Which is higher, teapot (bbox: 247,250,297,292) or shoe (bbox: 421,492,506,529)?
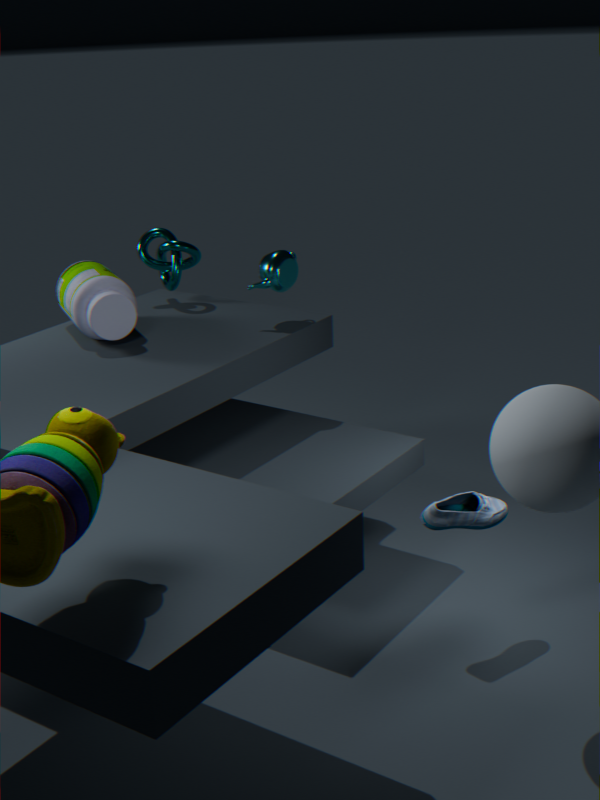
teapot (bbox: 247,250,297,292)
